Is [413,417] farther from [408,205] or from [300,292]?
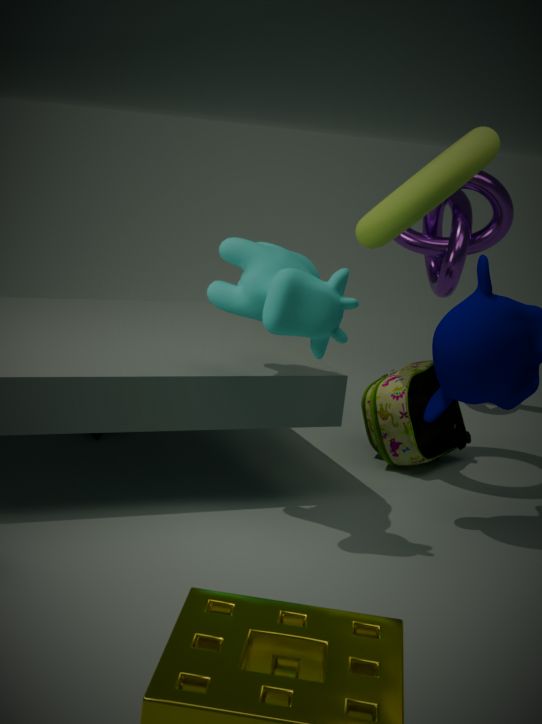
[300,292]
